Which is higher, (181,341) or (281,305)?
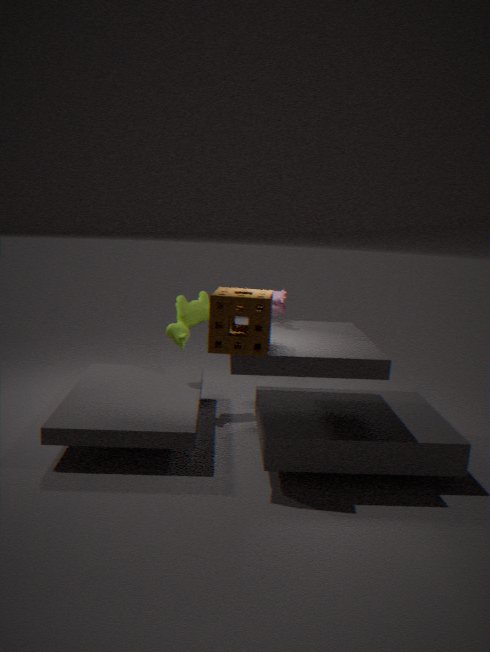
(281,305)
